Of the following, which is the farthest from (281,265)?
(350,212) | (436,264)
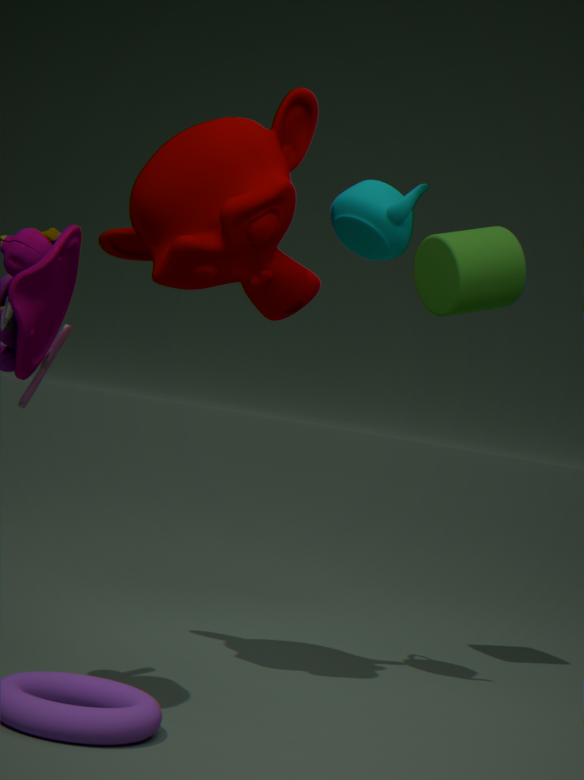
(436,264)
